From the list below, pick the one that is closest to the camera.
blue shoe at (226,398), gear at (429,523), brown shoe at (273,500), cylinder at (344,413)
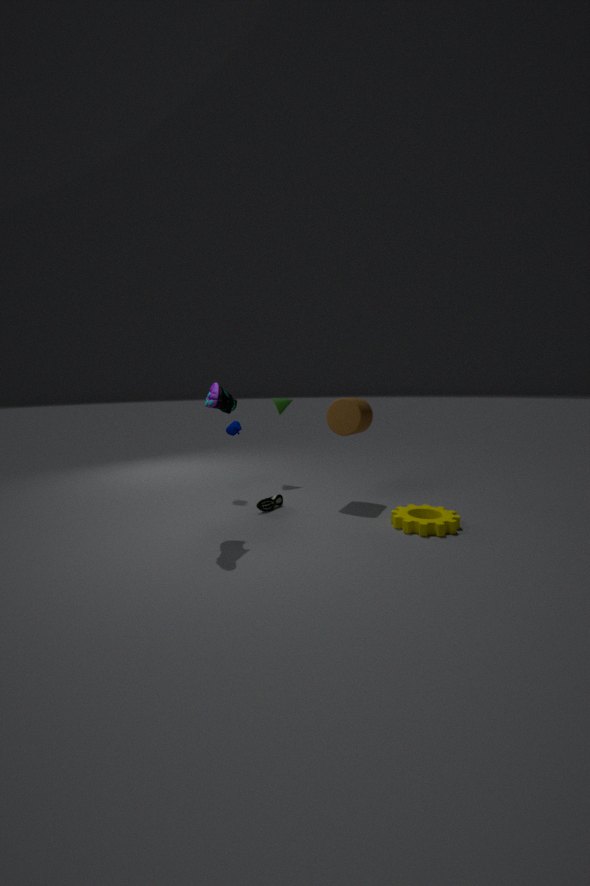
blue shoe at (226,398)
